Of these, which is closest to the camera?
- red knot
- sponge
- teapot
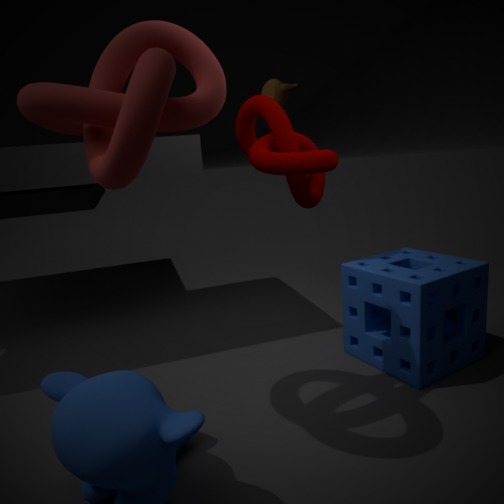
red knot
